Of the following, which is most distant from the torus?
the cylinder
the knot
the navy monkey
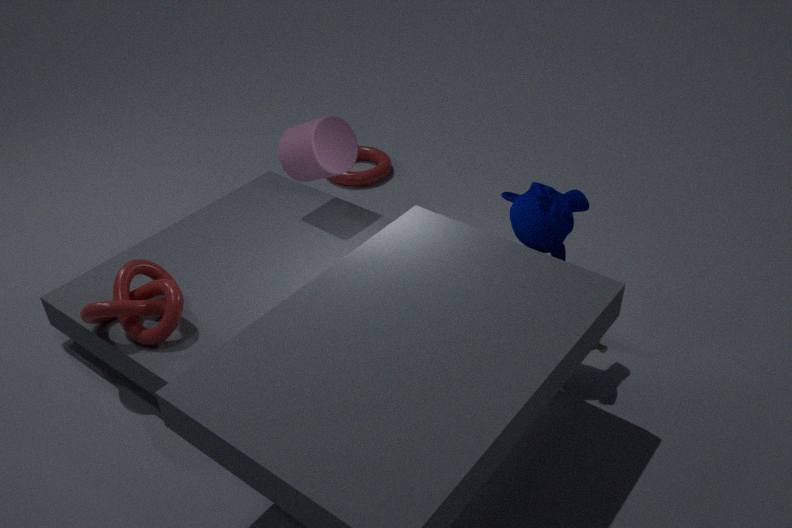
the navy monkey
